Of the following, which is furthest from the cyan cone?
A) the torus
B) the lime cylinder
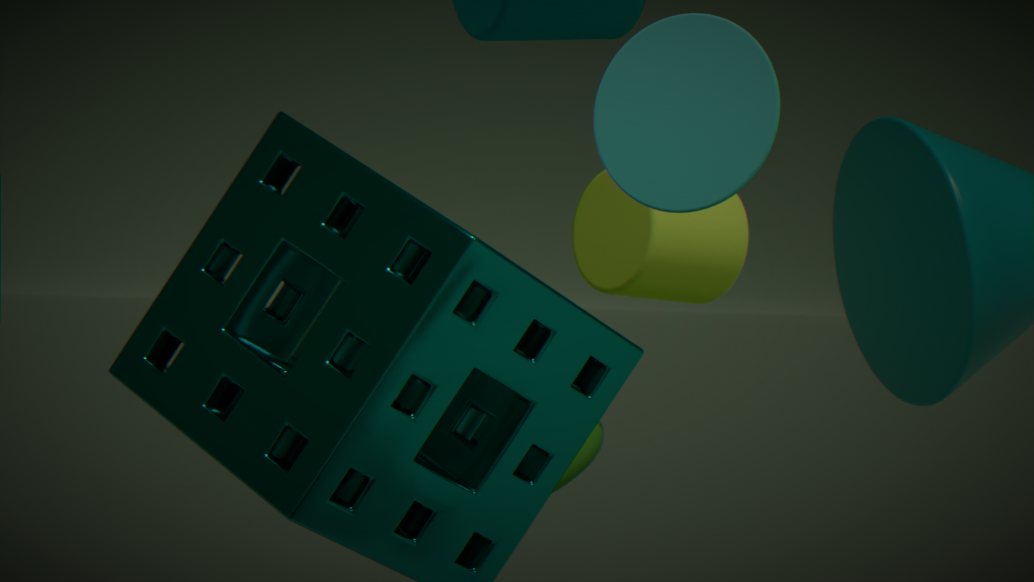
the torus
